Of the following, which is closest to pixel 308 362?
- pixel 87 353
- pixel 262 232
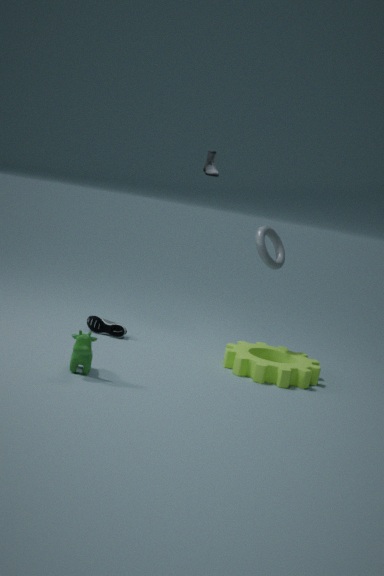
pixel 262 232
